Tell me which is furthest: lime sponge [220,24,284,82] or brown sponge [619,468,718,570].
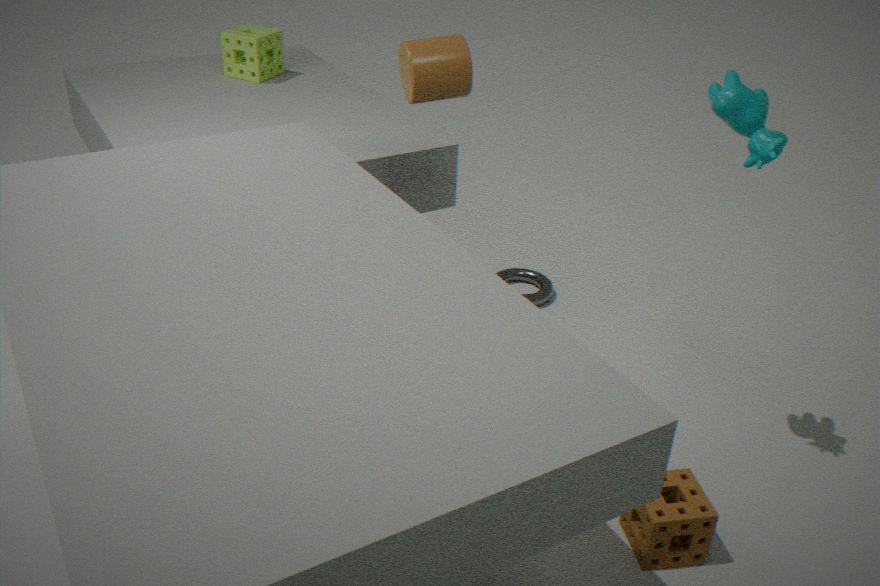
lime sponge [220,24,284,82]
